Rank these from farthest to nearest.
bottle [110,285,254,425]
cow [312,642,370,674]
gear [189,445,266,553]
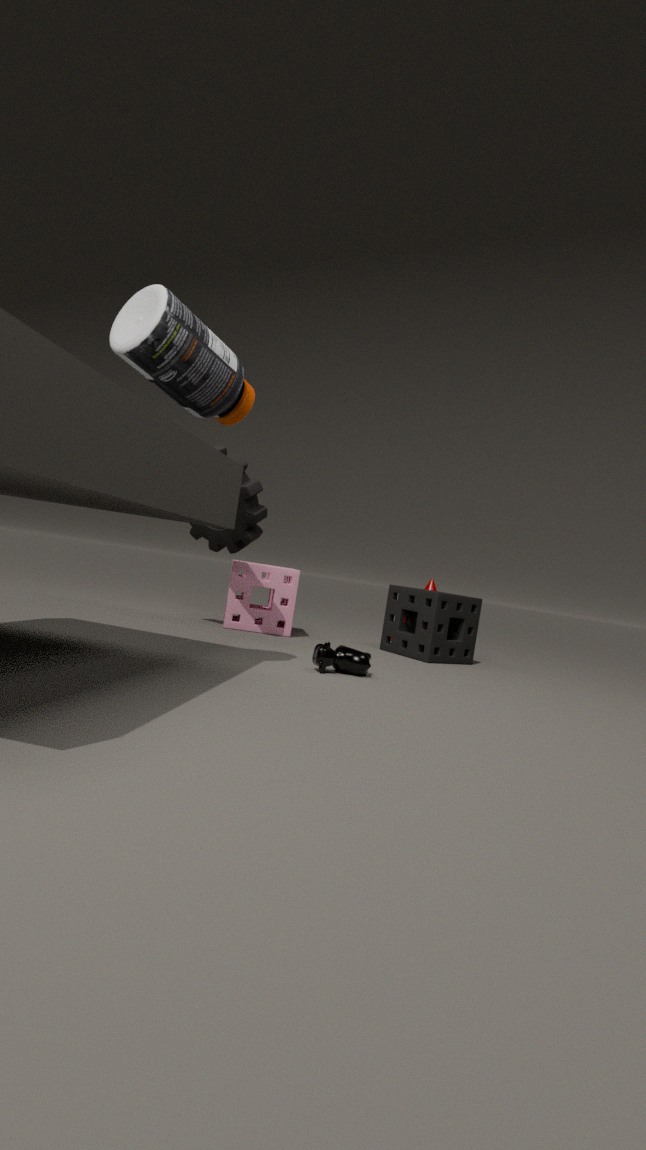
gear [189,445,266,553] → cow [312,642,370,674] → bottle [110,285,254,425]
